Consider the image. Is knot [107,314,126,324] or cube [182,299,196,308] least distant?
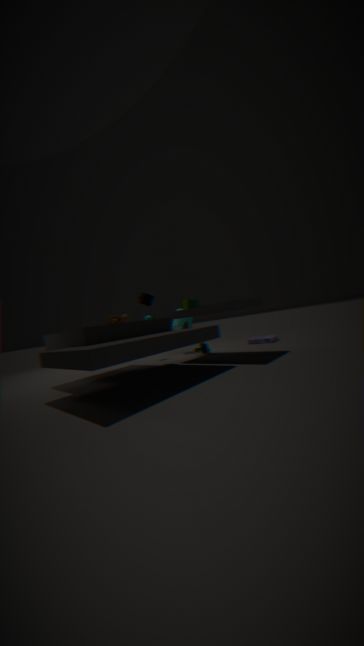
knot [107,314,126,324]
